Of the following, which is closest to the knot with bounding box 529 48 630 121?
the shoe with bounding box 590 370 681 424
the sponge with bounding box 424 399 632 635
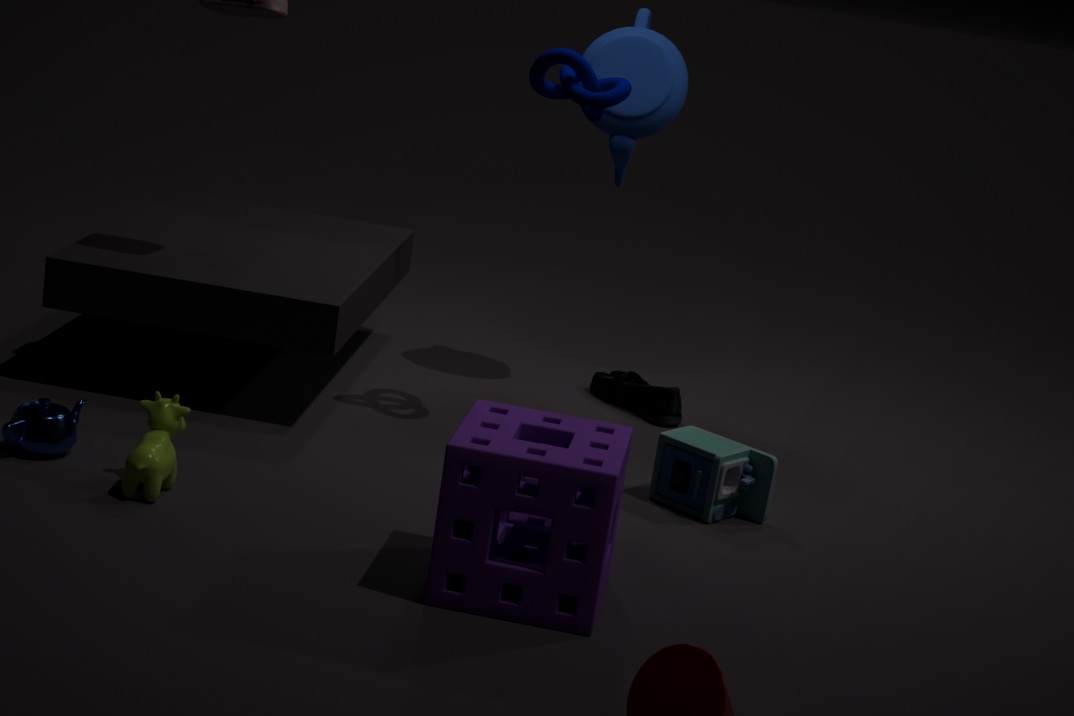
the shoe with bounding box 590 370 681 424
